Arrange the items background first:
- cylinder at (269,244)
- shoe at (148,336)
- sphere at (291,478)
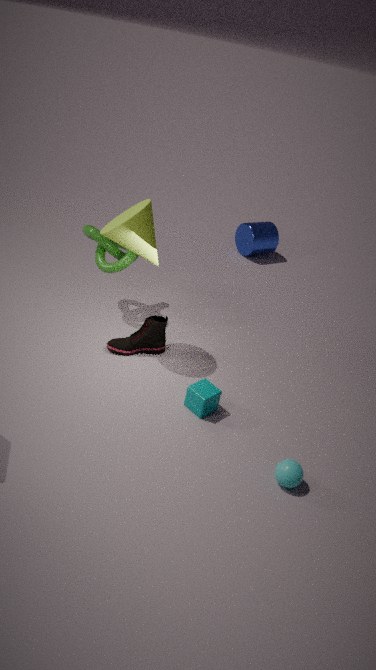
cylinder at (269,244)
shoe at (148,336)
sphere at (291,478)
